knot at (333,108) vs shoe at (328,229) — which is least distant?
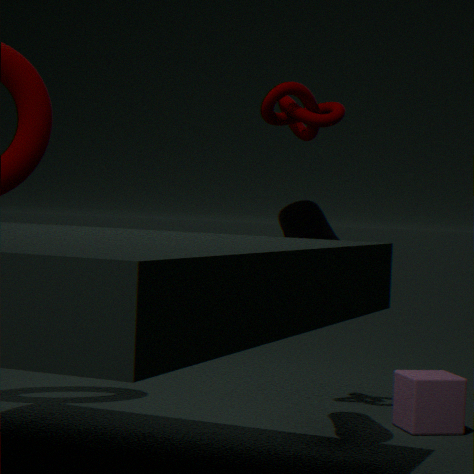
shoe at (328,229)
